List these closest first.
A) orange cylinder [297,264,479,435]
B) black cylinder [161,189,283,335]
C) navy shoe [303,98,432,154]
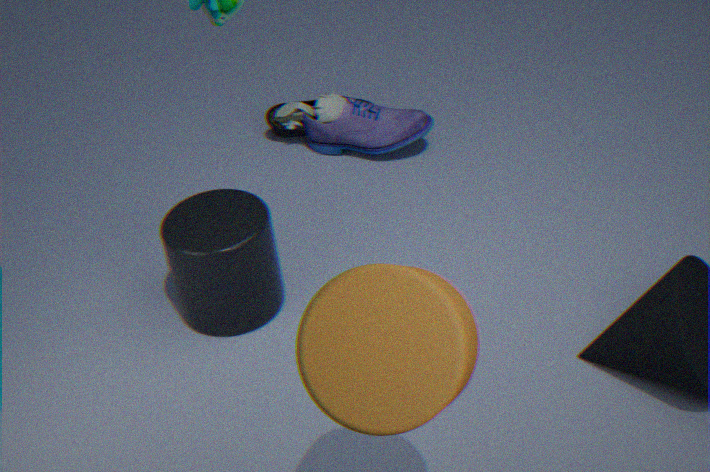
orange cylinder [297,264,479,435] < black cylinder [161,189,283,335] < navy shoe [303,98,432,154]
